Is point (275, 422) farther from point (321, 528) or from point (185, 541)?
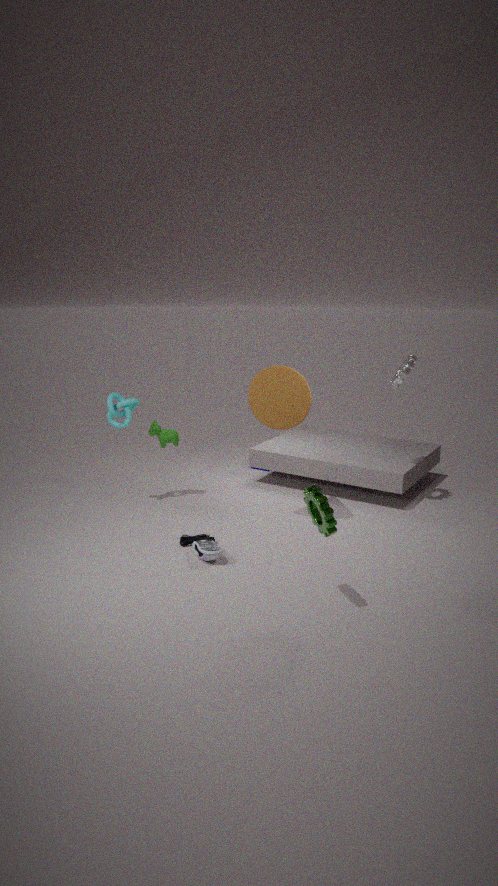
point (321, 528)
